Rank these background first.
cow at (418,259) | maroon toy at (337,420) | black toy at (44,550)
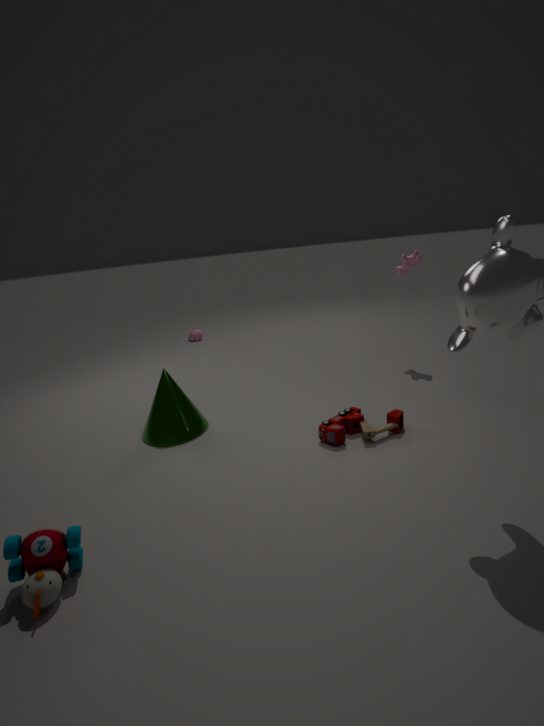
1. cow at (418,259)
2. maroon toy at (337,420)
3. black toy at (44,550)
